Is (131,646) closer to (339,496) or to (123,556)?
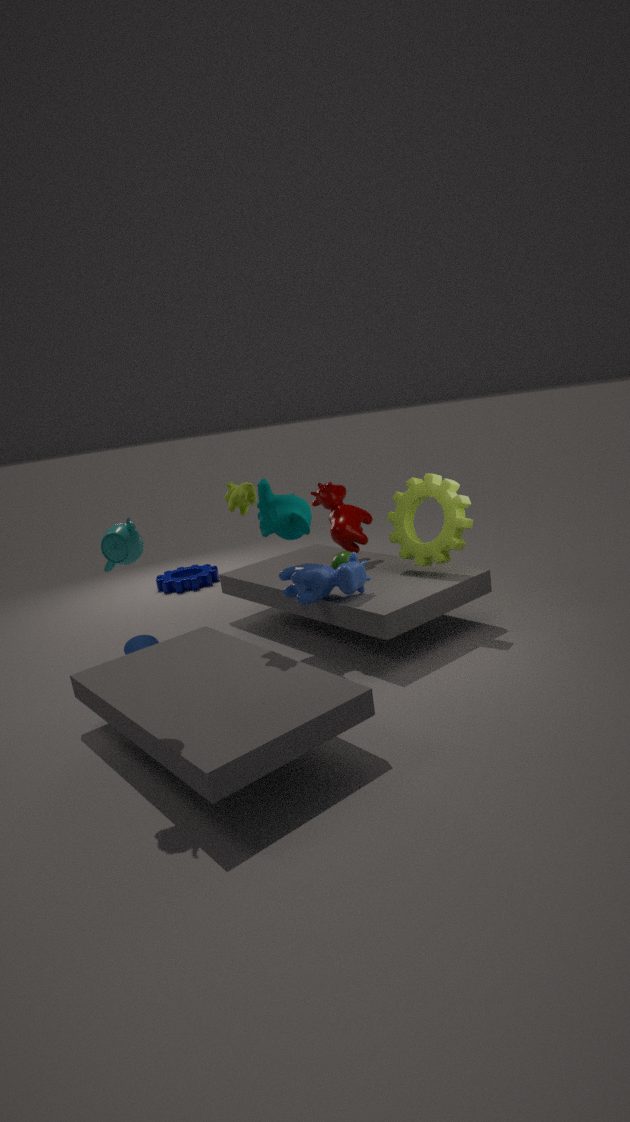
(339,496)
